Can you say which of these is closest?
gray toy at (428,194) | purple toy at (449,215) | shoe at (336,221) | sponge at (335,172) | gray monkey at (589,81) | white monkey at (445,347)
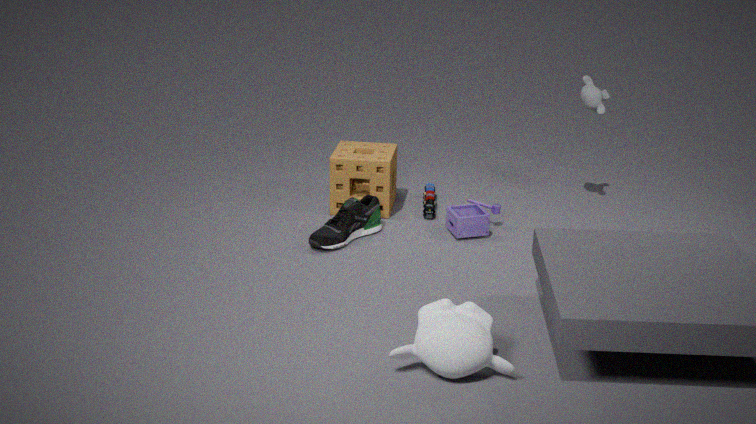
white monkey at (445,347)
